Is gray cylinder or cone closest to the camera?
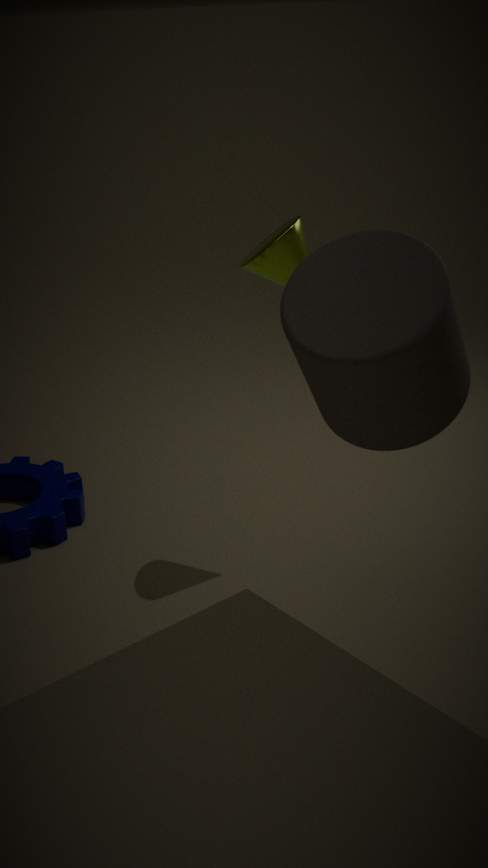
gray cylinder
